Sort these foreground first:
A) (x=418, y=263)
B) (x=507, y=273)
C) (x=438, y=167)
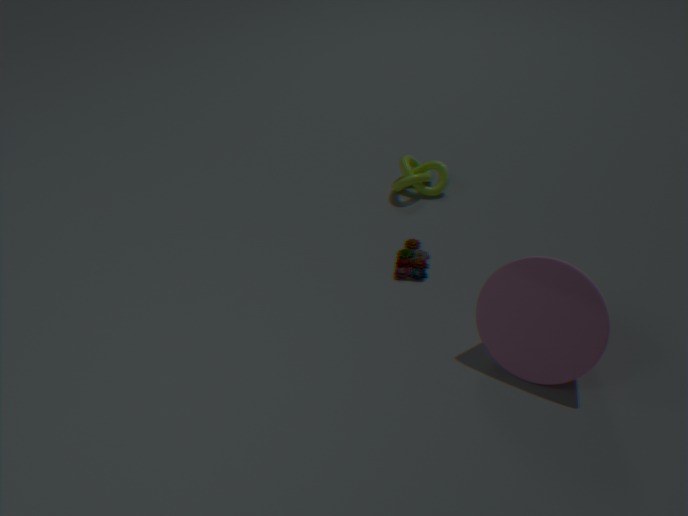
(x=507, y=273) → (x=418, y=263) → (x=438, y=167)
